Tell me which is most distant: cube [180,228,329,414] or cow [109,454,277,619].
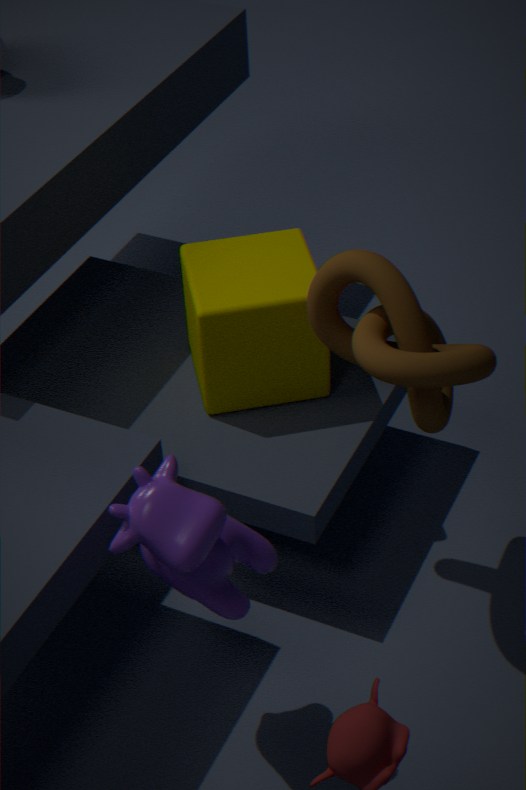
cube [180,228,329,414]
